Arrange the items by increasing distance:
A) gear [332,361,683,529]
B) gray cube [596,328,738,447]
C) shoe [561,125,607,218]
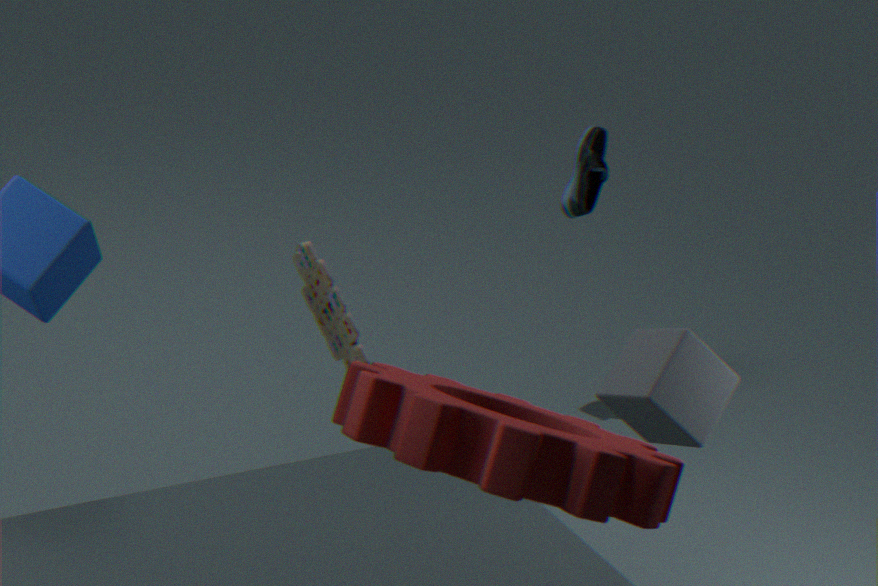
gear [332,361,683,529], gray cube [596,328,738,447], shoe [561,125,607,218]
